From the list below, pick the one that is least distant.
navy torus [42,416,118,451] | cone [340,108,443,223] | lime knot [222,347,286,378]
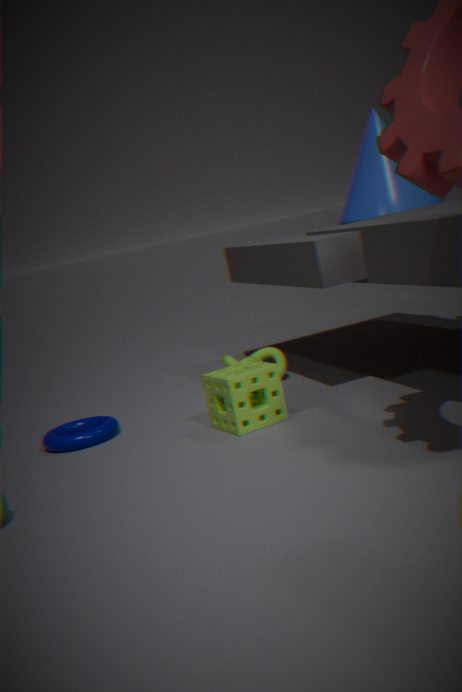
navy torus [42,416,118,451]
